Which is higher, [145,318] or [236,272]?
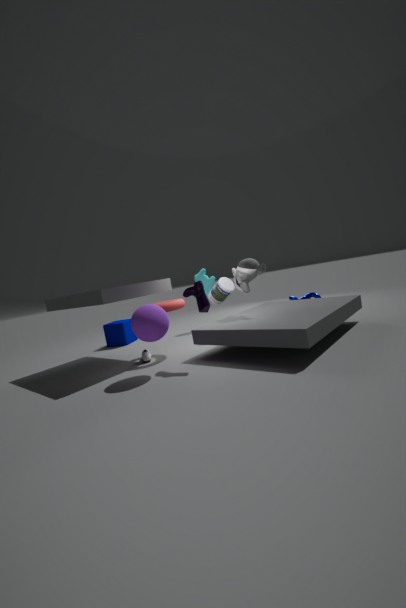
[236,272]
